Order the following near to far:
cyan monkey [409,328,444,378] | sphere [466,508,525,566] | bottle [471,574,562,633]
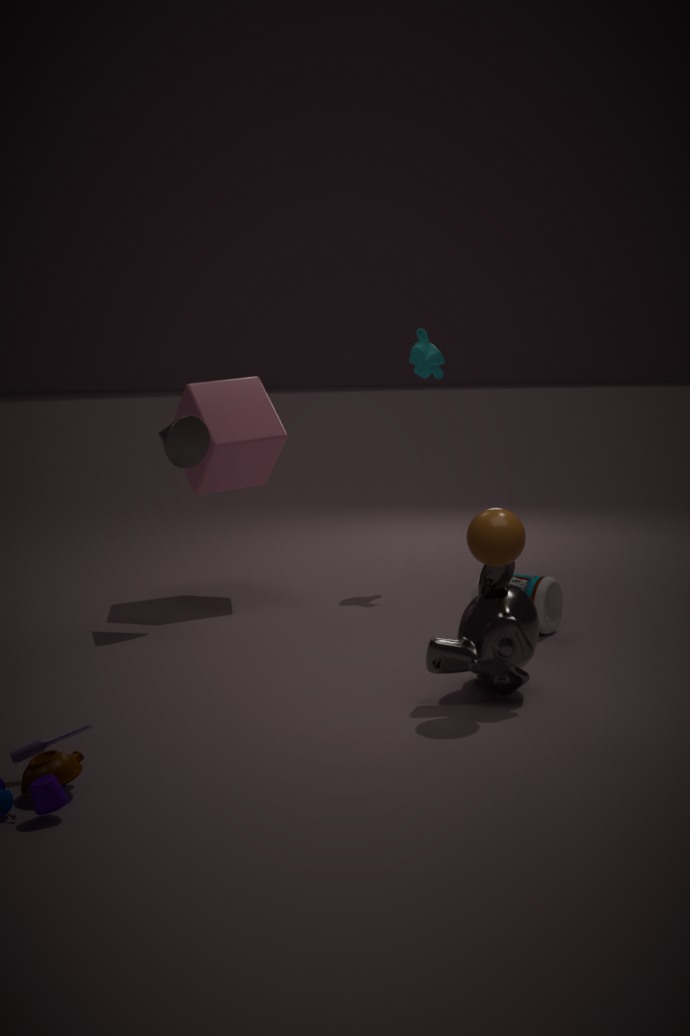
1. sphere [466,508,525,566]
2. bottle [471,574,562,633]
3. cyan monkey [409,328,444,378]
